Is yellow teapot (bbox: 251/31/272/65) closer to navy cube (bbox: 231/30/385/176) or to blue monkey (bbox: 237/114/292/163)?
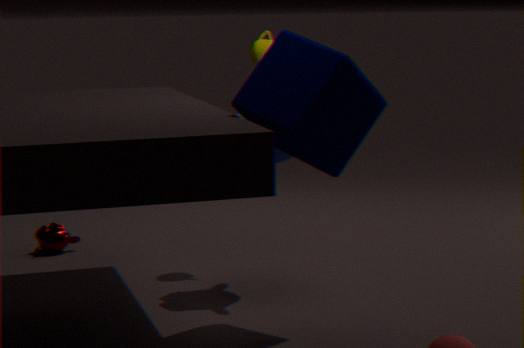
blue monkey (bbox: 237/114/292/163)
